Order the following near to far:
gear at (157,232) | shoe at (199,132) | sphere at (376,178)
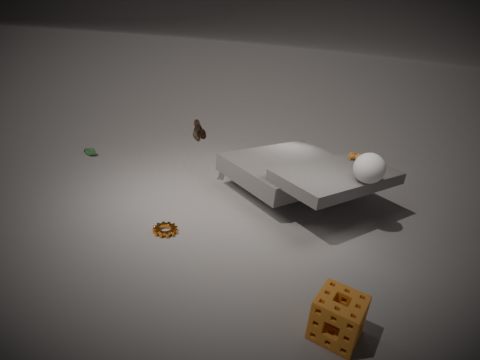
gear at (157,232) < sphere at (376,178) < shoe at (199,132)
